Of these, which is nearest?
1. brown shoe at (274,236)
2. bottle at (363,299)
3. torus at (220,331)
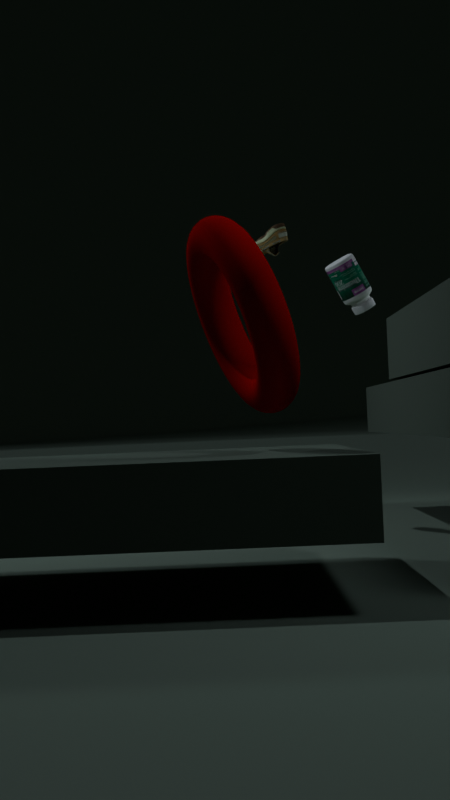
torus at (220,331)
